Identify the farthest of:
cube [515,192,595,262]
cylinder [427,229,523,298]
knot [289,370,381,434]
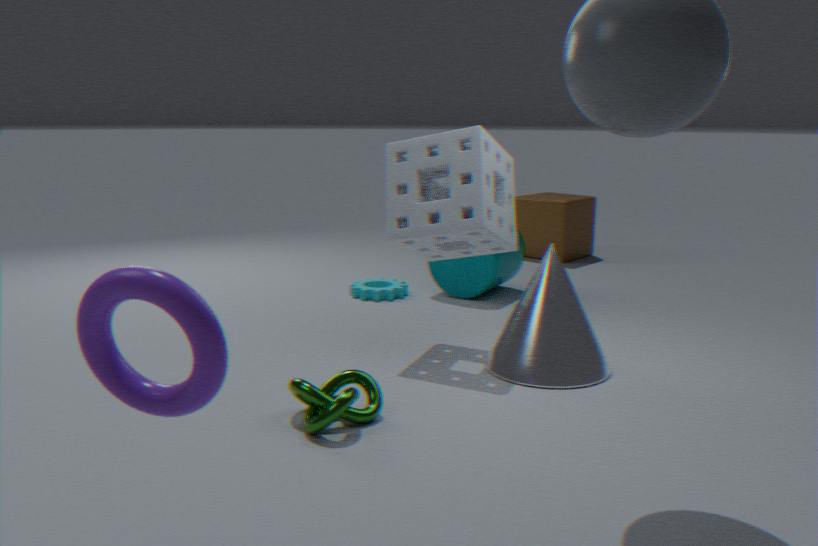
cube [515,192,595,262]
